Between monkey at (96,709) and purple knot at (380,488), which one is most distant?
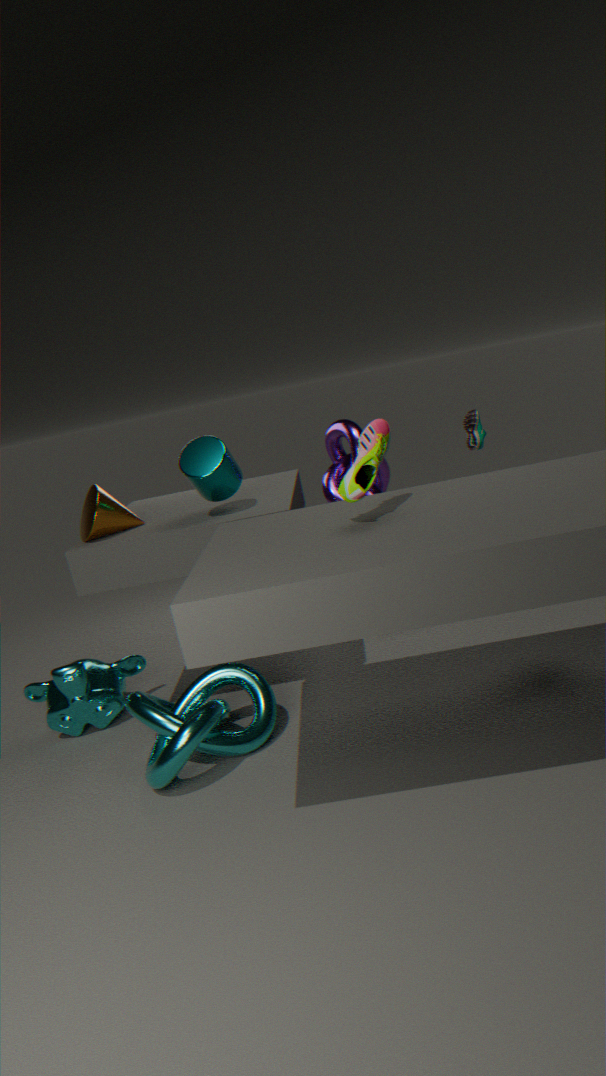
purple knot at (380,488)
